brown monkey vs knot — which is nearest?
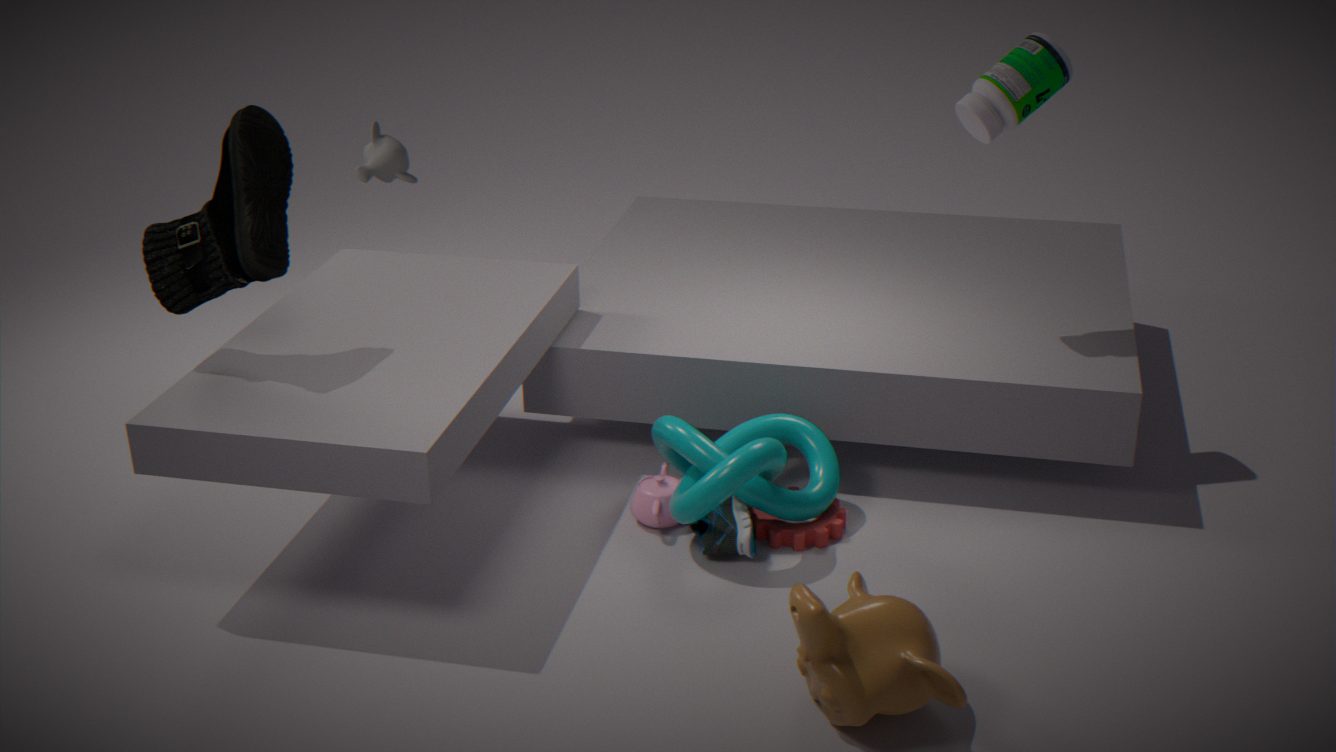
brown monkey
